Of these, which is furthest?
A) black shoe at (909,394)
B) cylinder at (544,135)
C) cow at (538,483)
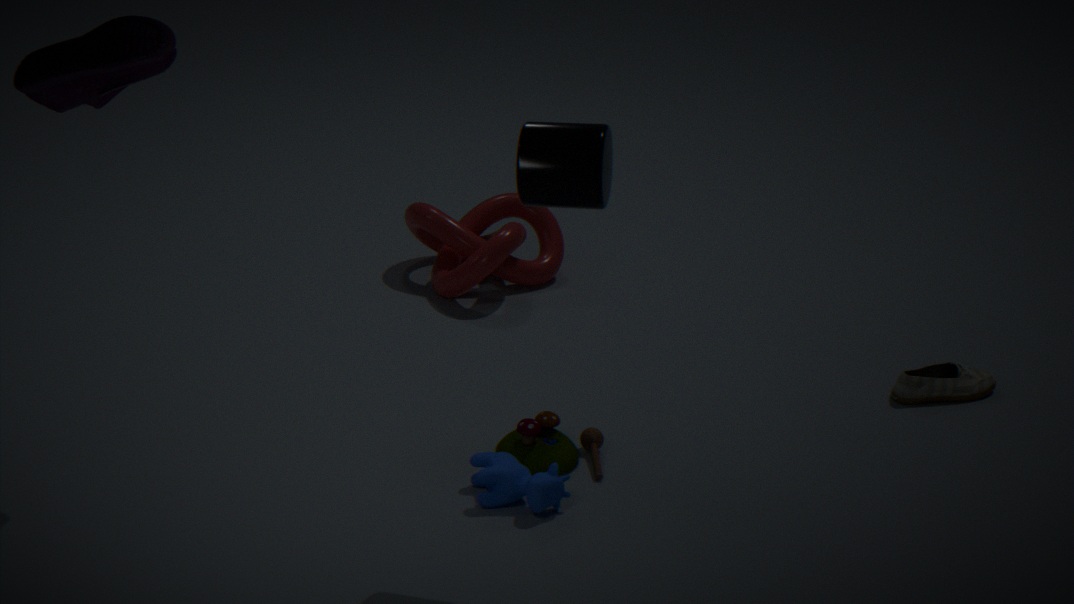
black shoe at (909,394)
